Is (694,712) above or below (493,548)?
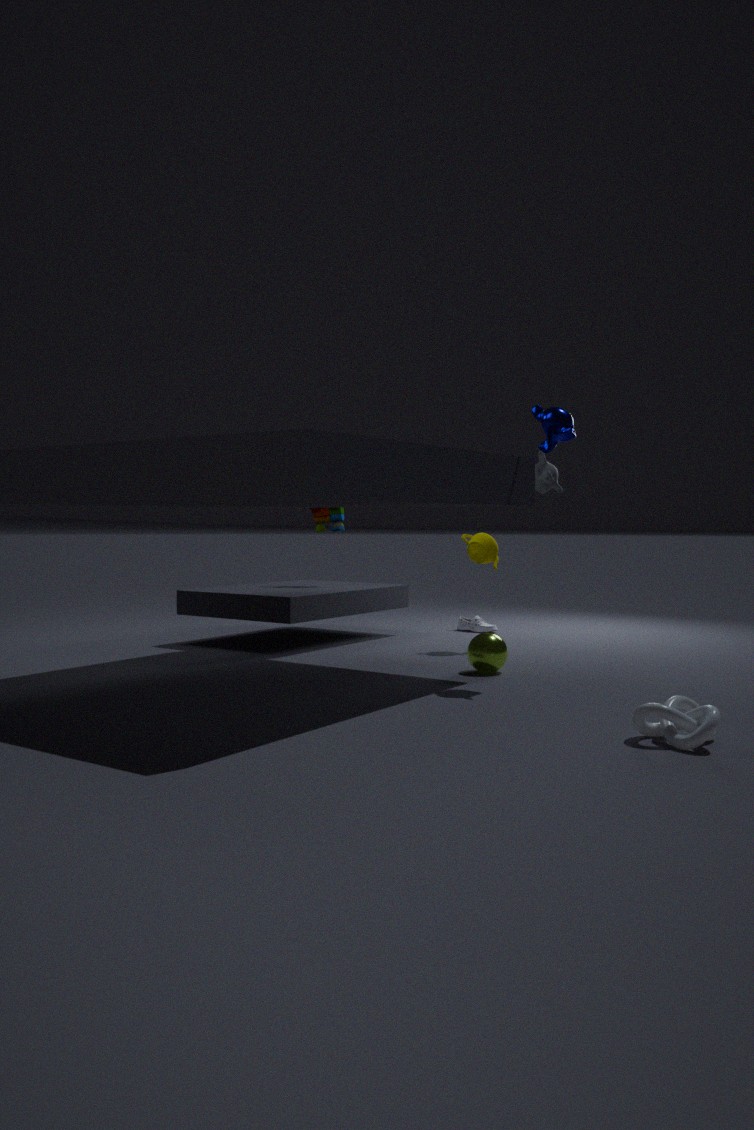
below
